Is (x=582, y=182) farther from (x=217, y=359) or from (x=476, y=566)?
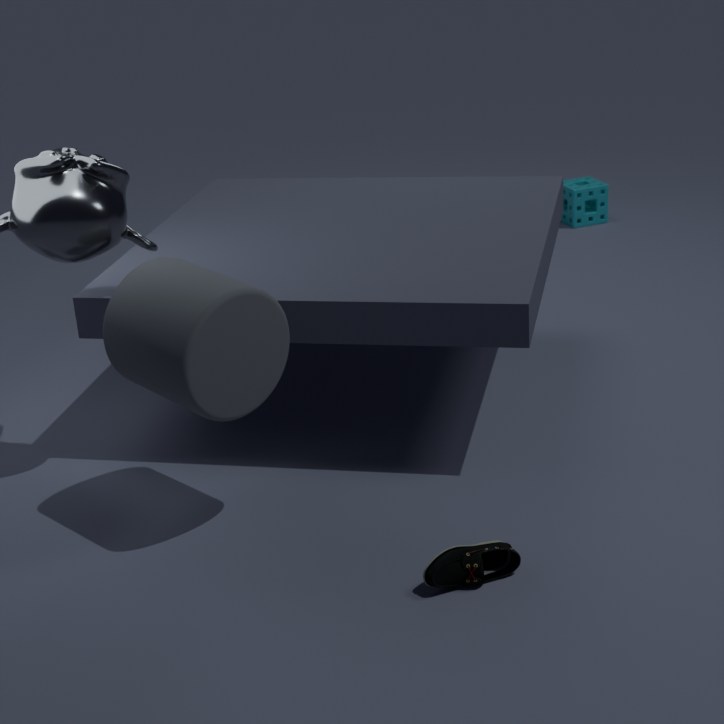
(x=476, y=566)
